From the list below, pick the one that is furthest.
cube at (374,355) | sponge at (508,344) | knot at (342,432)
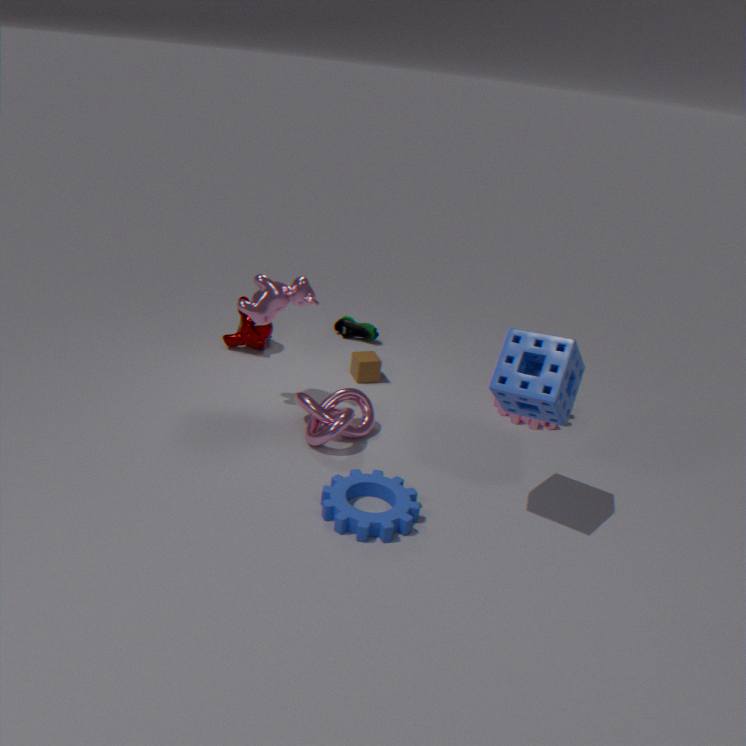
cube at (374,355)
